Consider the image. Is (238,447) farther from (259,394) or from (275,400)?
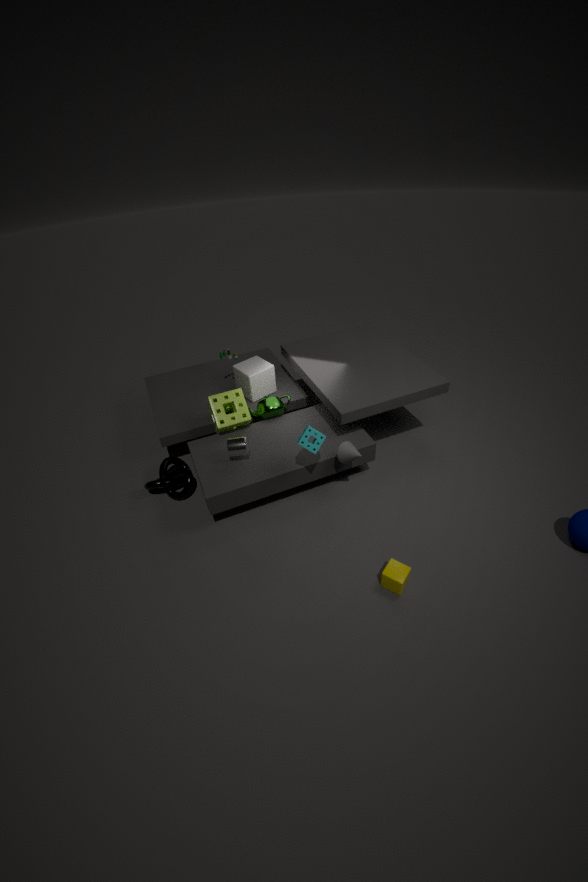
(259,394)
